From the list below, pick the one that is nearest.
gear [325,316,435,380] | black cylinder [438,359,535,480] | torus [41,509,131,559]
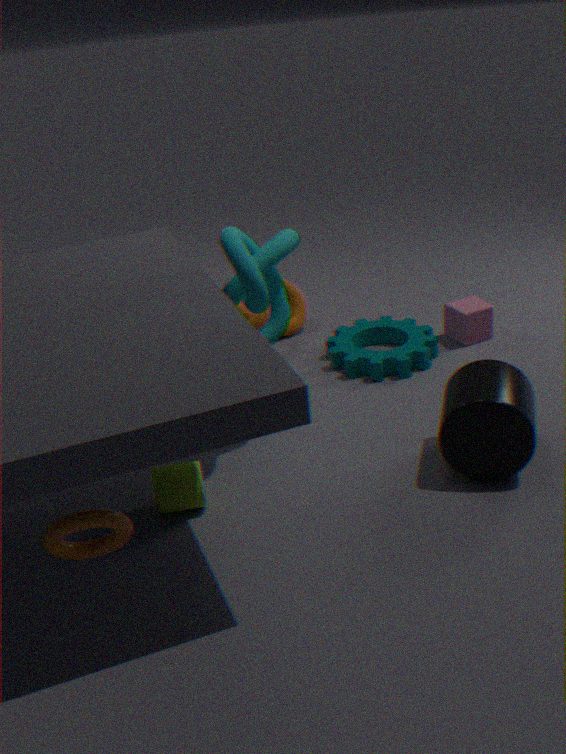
torus [41,509,131,559]
